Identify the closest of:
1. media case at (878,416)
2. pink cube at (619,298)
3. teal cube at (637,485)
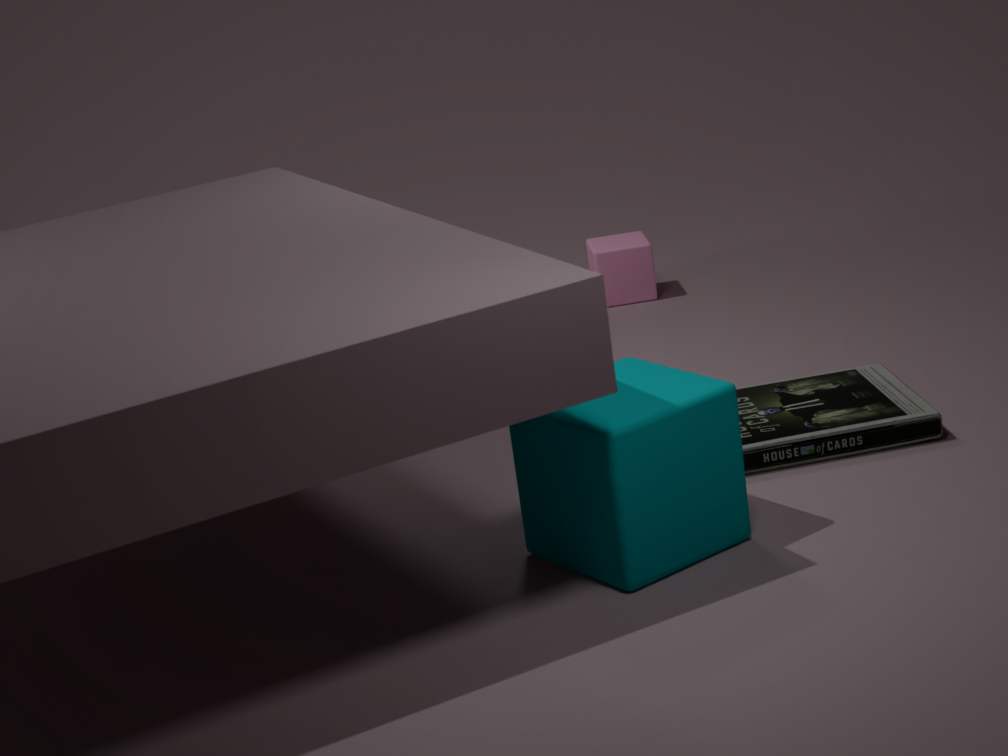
teal cube at (637,485)
